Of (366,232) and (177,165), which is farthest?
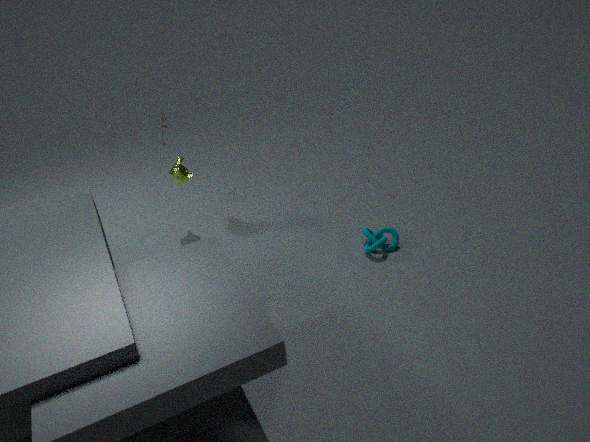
(177,165)
